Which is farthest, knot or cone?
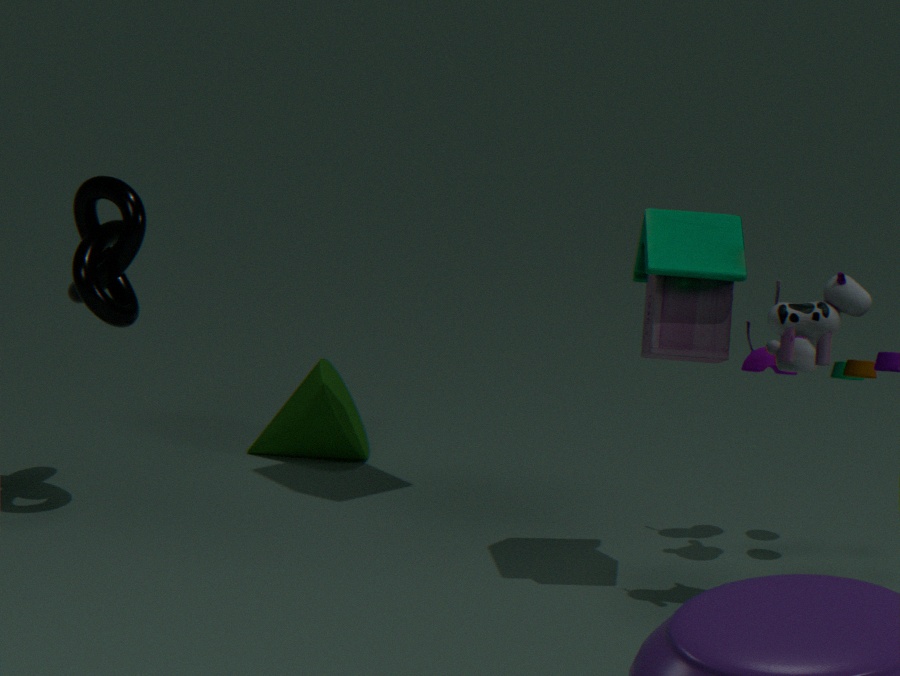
cone
